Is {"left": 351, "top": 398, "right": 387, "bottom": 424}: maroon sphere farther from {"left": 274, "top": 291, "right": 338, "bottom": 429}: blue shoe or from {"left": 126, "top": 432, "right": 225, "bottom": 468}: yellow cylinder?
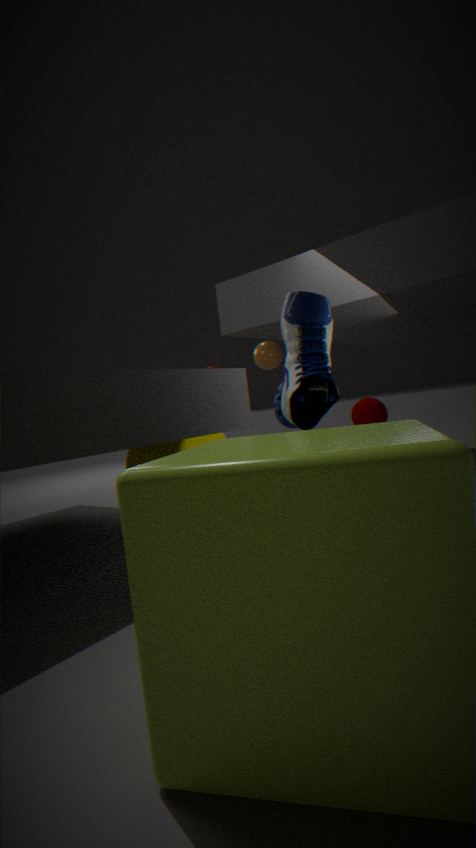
{"left": 274, "top": 291, "right": 338, "bottom": 429}: blue shoe
